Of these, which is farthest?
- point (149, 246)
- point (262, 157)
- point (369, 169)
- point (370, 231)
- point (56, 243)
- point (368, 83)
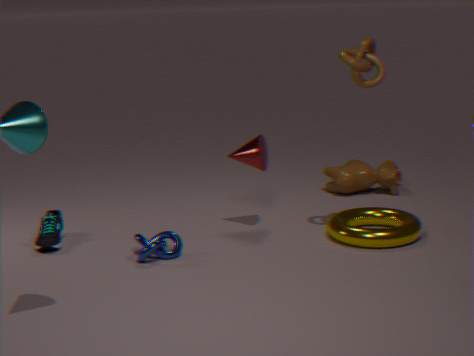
point (369, 169)
